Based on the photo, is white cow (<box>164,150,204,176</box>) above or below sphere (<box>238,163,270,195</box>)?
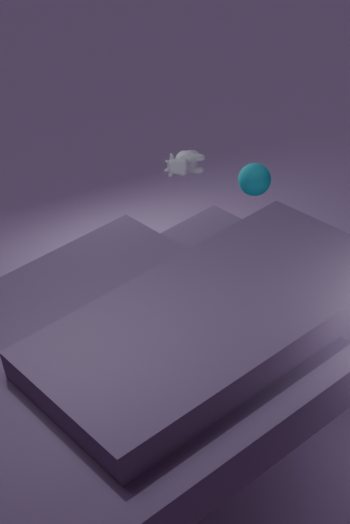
above
